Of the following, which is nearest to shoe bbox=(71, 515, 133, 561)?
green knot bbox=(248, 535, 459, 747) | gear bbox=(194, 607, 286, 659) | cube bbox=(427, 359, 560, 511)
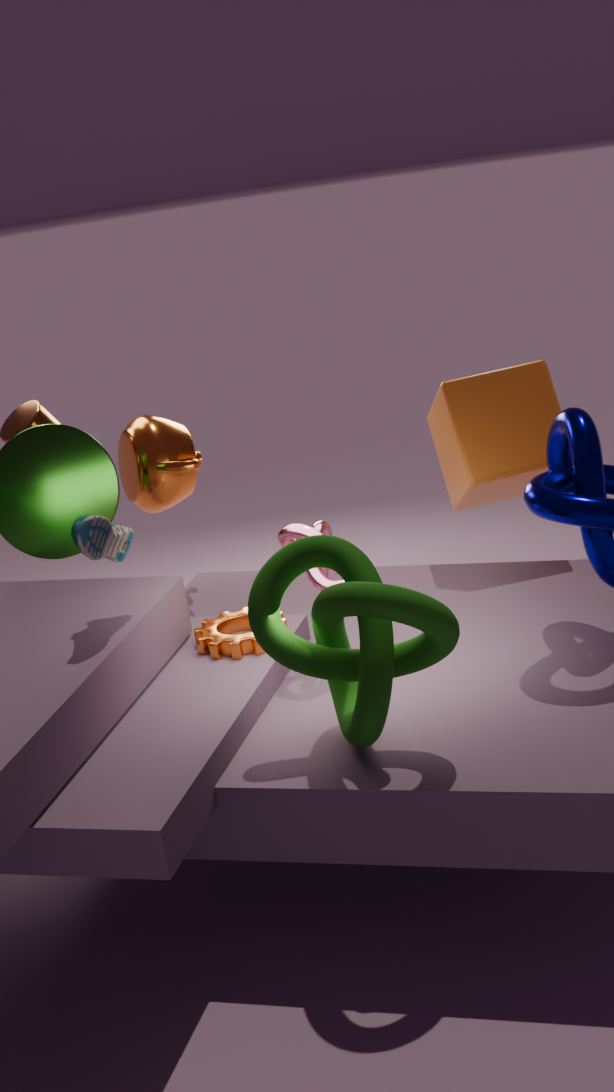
gear bbox=(194, 607, 286, 659)
